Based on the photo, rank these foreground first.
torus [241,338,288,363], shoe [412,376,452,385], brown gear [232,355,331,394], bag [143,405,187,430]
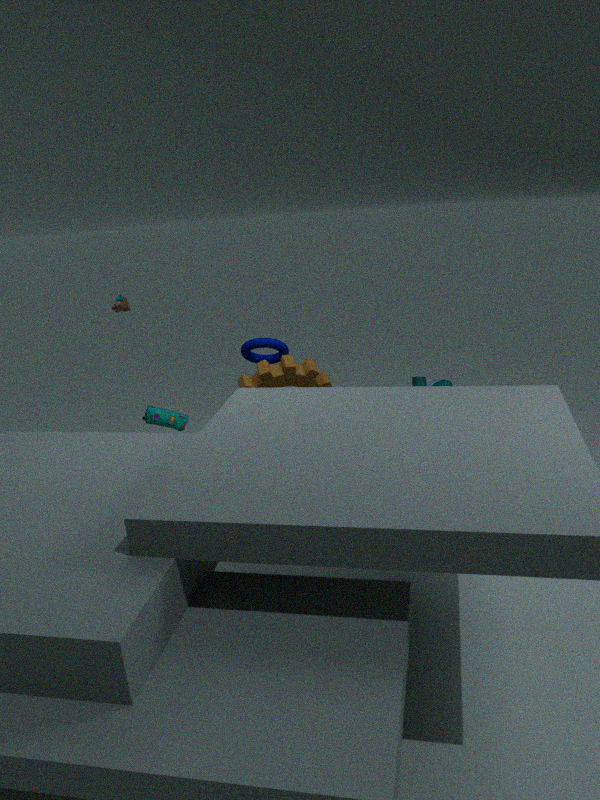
shoe [412,376,452,385]
brown gear [232,355,331,394]
torus [241,338,288,363]
bag [143,405,187,430]
